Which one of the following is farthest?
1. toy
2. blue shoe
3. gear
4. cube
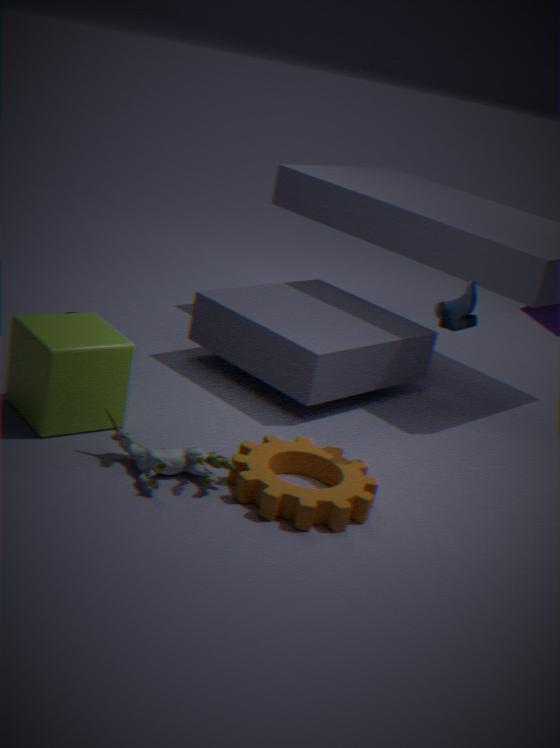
blue shoe
